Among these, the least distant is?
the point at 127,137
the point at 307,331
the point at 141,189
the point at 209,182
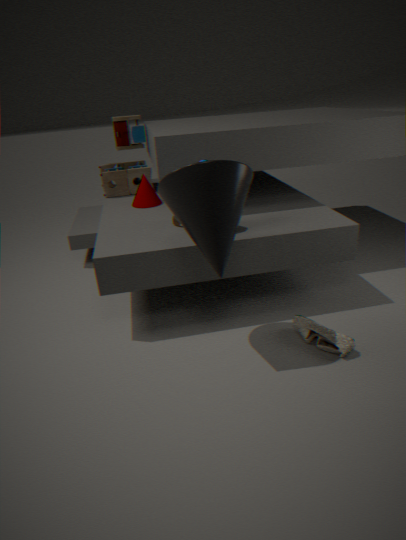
the point at 209,182
